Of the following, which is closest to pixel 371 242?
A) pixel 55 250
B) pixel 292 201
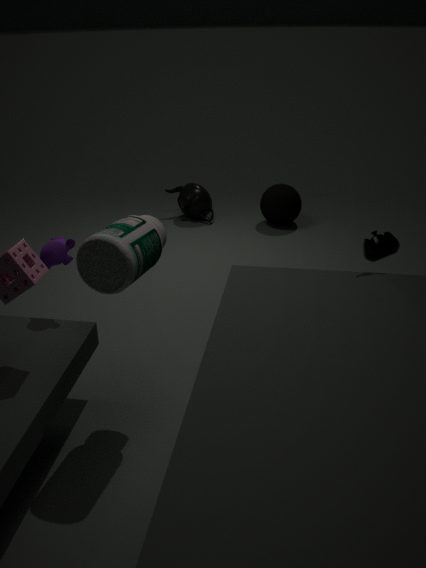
pixel 55 250
